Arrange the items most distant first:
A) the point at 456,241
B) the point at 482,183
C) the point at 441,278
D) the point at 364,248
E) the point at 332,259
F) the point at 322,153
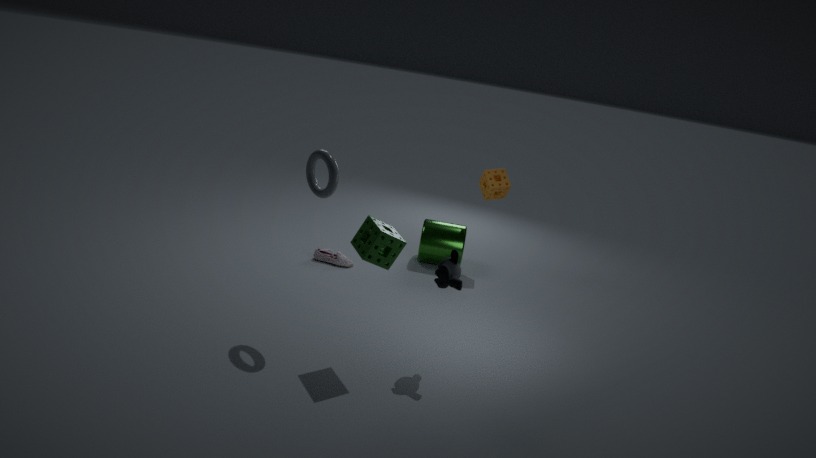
the point at 482,183, the point at 456,241, the point at 332,259, the point at 322,153, the point at 441,278, the point at 364,248
